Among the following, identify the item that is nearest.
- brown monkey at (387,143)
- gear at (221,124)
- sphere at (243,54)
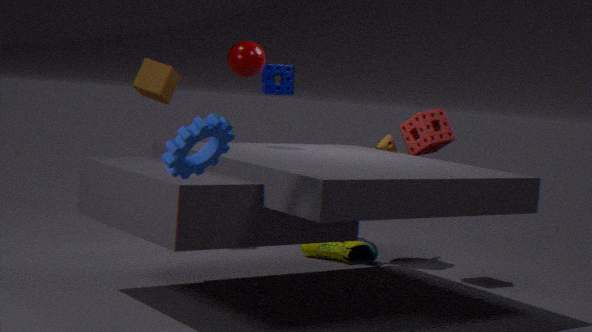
gear at (221,124)
